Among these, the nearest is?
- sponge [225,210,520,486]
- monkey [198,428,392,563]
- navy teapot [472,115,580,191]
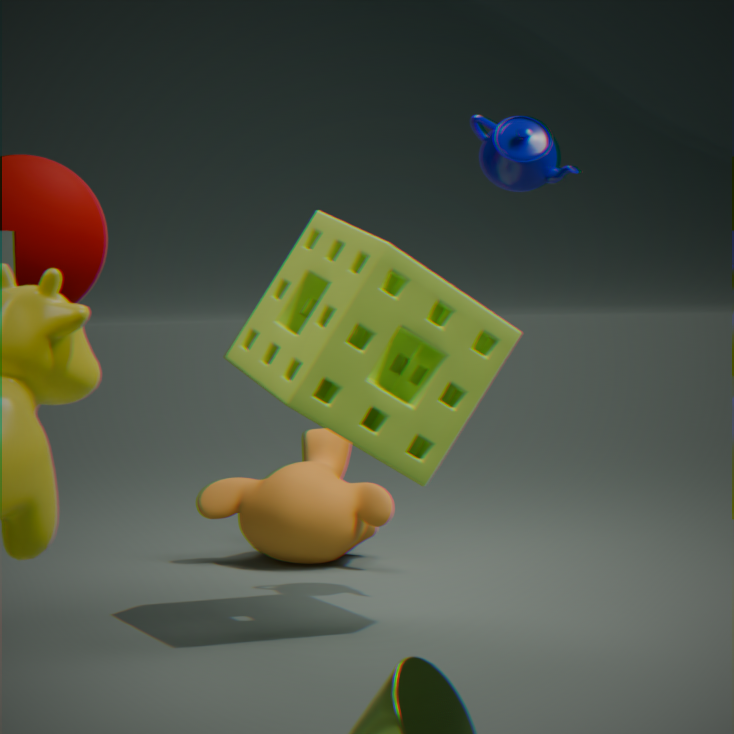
sponge [225,210,520,486]
